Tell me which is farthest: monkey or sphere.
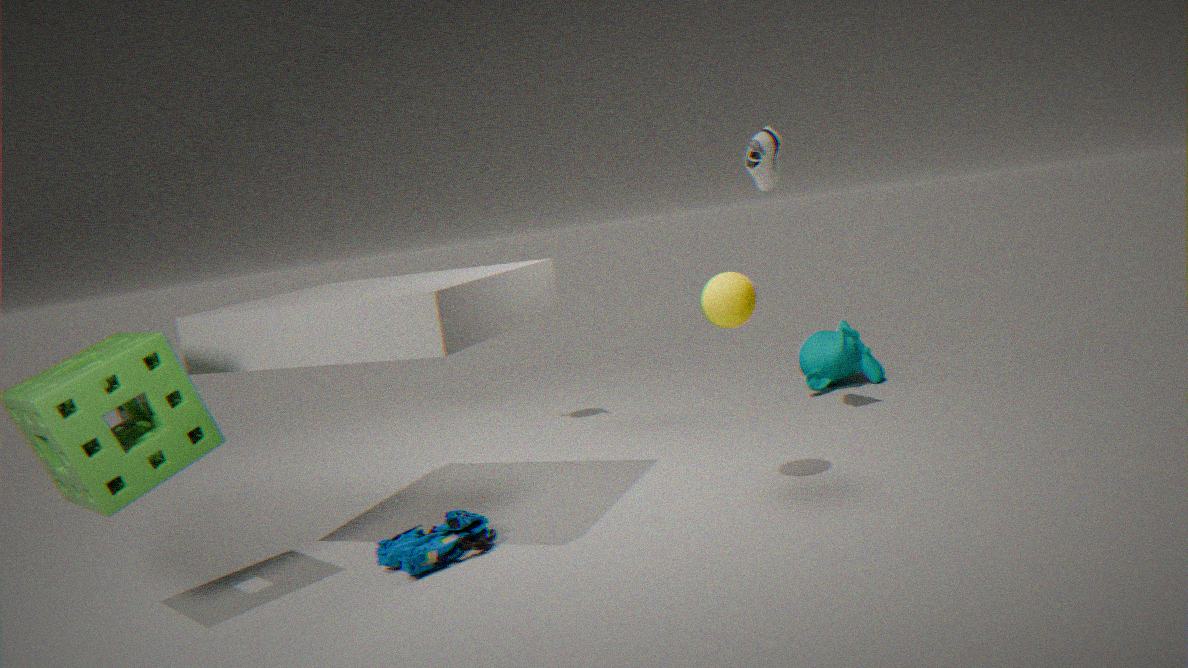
monkey
